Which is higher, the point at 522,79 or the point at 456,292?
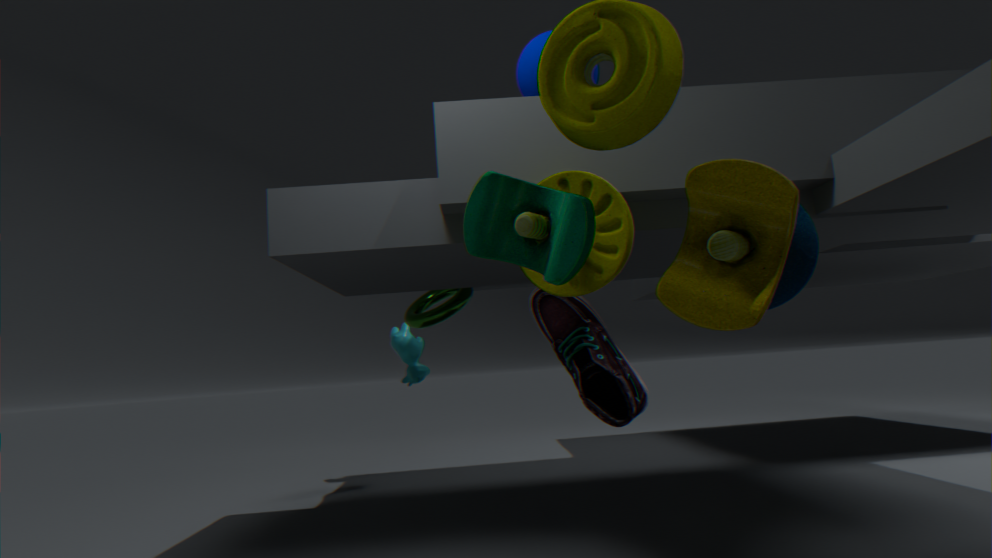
the point at 522,79
